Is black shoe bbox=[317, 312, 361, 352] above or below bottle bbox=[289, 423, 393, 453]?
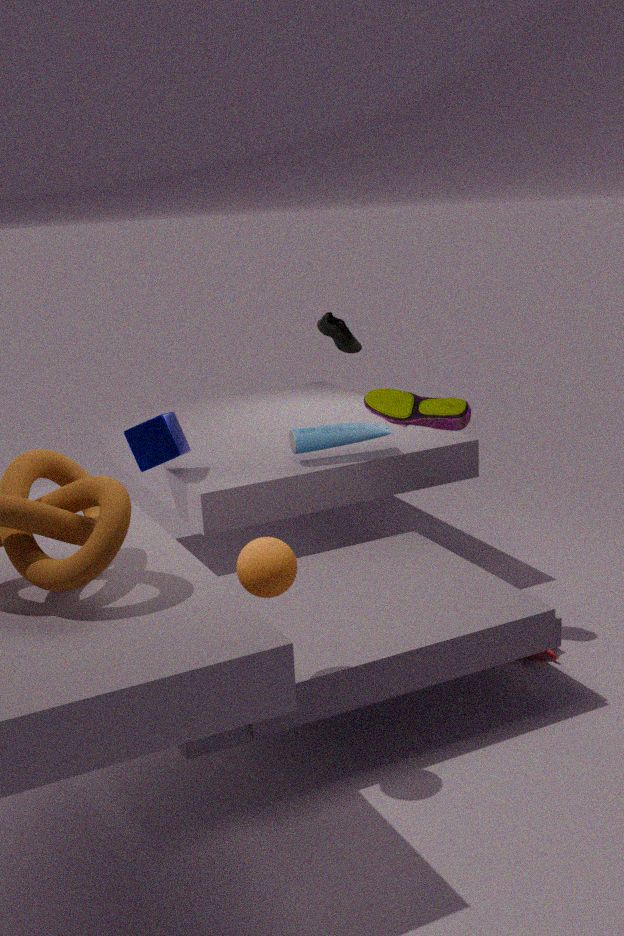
above
